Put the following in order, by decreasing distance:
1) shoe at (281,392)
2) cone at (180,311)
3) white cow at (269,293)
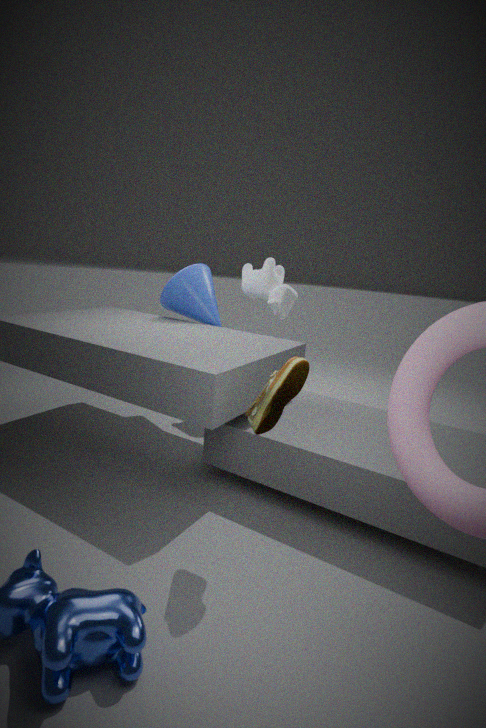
3. white cow at (269,293), 2. cone at (180,311), 1. shoe at (281,392)
